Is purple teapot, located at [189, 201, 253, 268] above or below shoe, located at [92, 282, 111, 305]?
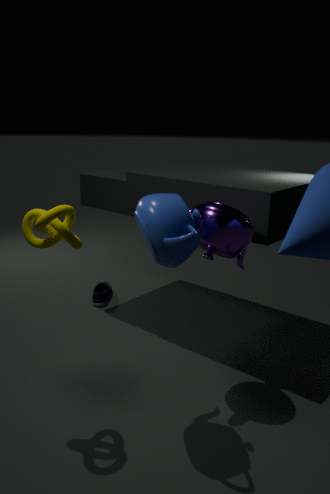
above
